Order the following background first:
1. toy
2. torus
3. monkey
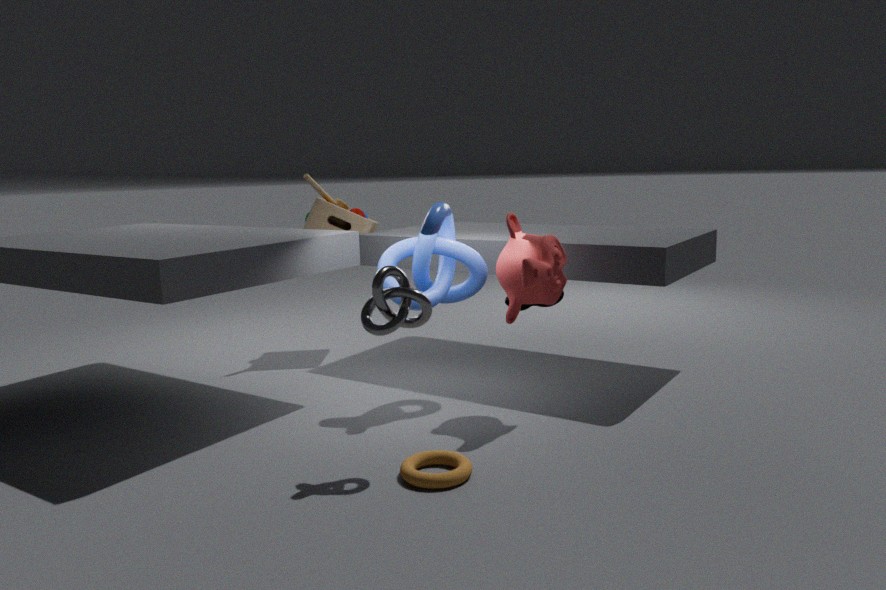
1. toy
2. monkey
3. torus
